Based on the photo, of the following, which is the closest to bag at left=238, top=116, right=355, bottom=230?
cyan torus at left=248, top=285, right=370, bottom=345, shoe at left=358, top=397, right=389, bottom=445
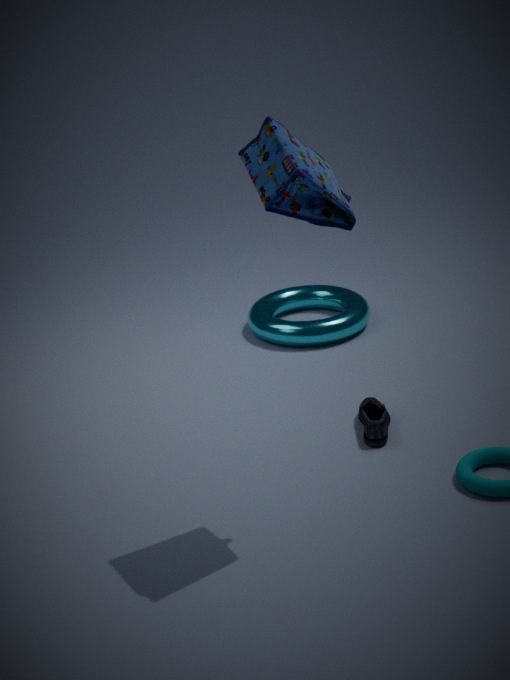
shoe at left=358, top=397, right=389, bottom=445
